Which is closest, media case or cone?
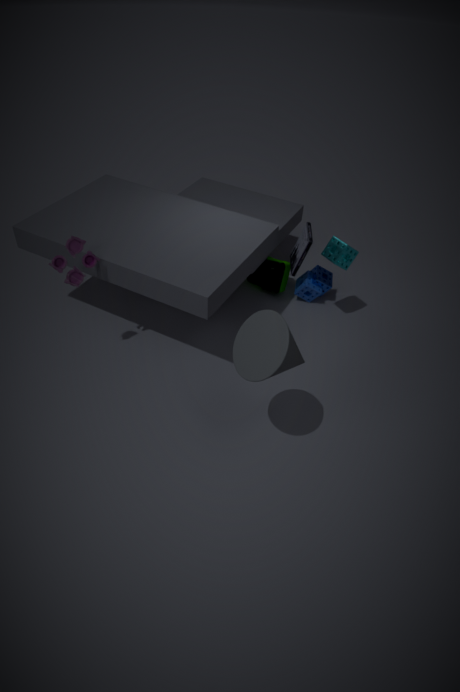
cone
